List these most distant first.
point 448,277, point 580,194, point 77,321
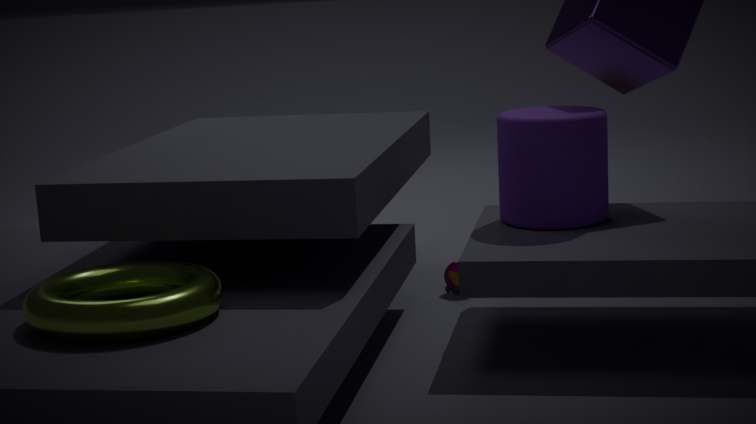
point 448,277
point 580,194
point 77,321
